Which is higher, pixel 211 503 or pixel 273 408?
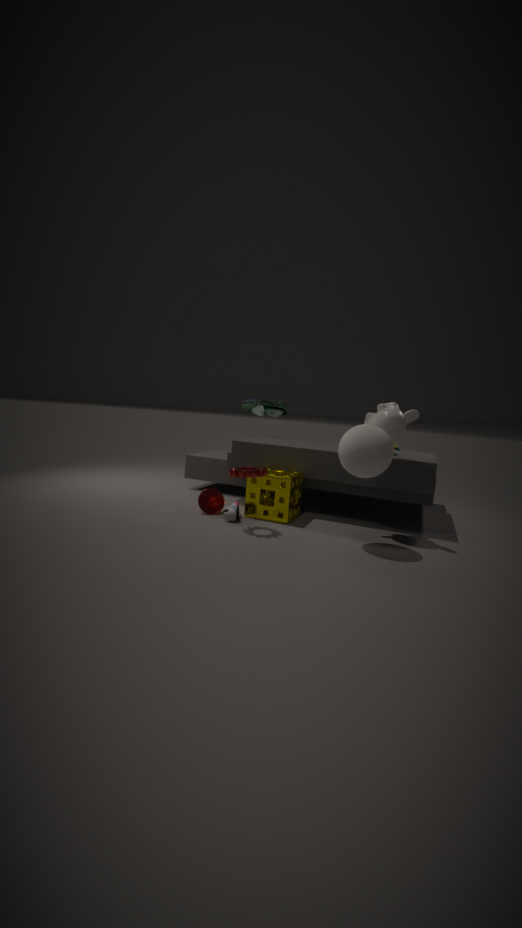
pixel 273 408
